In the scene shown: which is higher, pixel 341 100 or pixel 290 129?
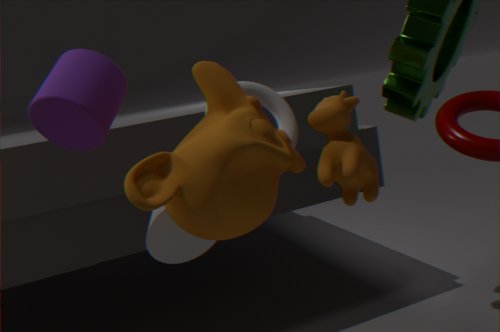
pixel 290 129
